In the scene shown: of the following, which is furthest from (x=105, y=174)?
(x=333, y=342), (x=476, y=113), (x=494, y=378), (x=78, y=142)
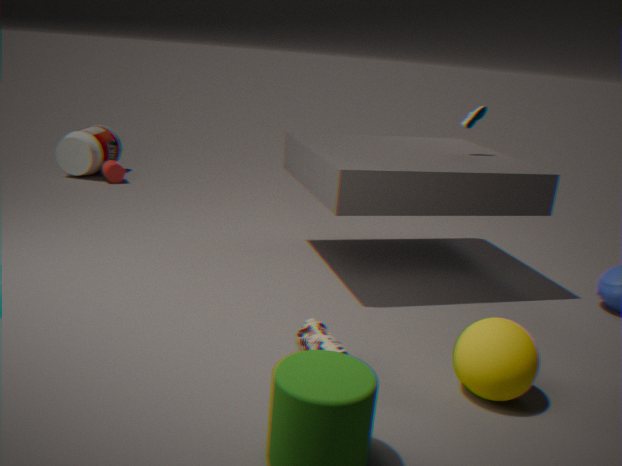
(x=494, y=378)
